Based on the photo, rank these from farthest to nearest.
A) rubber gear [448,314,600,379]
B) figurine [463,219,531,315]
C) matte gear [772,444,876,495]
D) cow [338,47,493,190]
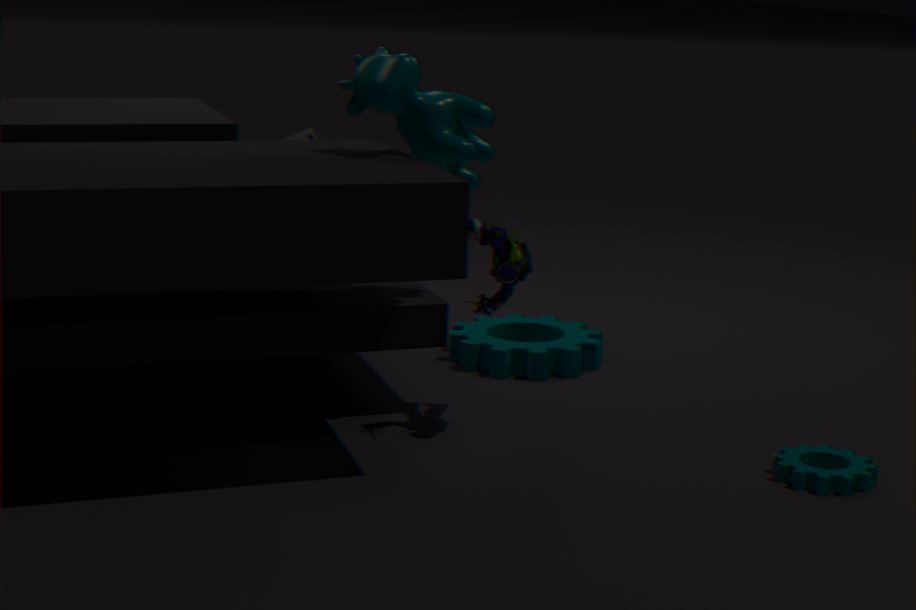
1. rubber gear [448,314,600,379]
2. figurine [463,219,531,315]
3. cow [338,47,493,190]
4. matte gear [772,444,876,495]
